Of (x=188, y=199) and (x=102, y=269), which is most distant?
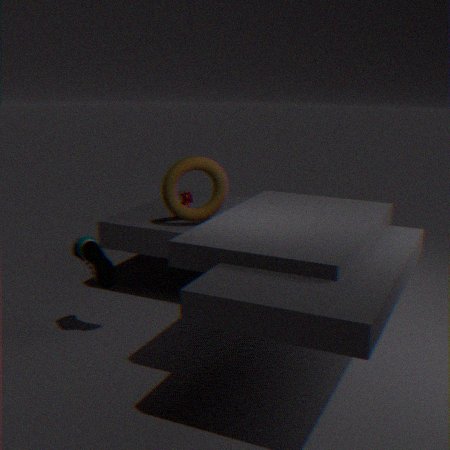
(x=188, y=199)
